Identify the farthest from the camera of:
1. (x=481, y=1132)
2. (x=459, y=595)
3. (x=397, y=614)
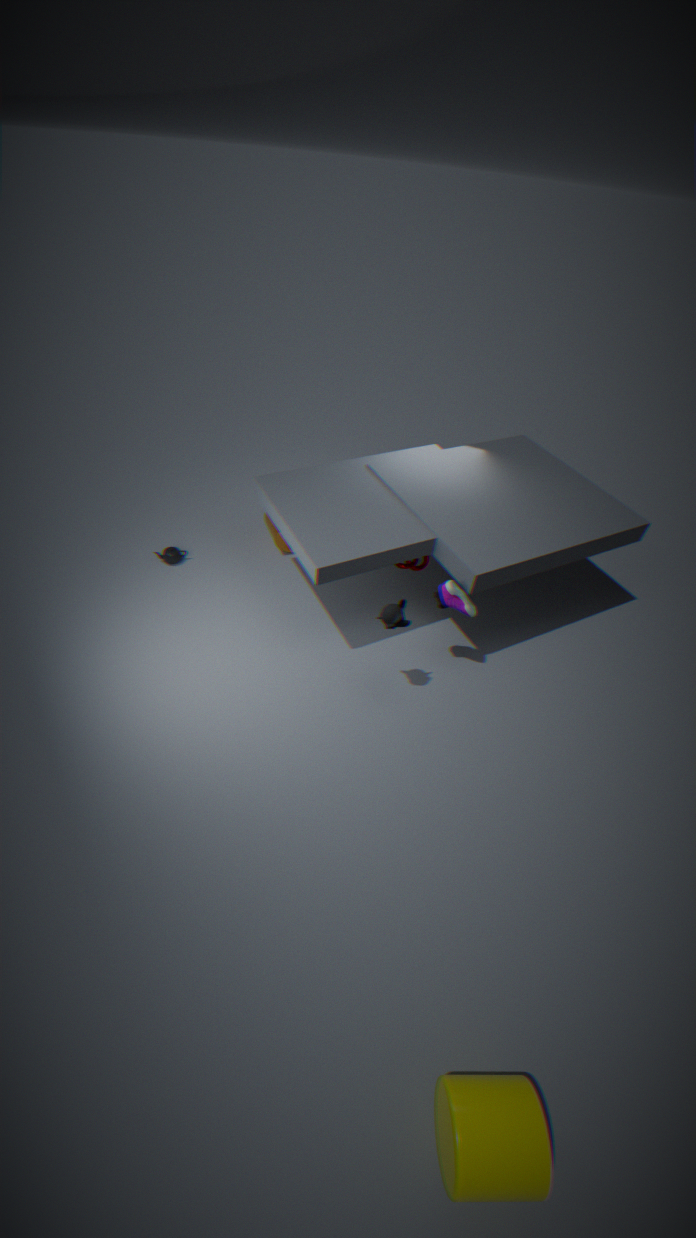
(x=459, y=595)
